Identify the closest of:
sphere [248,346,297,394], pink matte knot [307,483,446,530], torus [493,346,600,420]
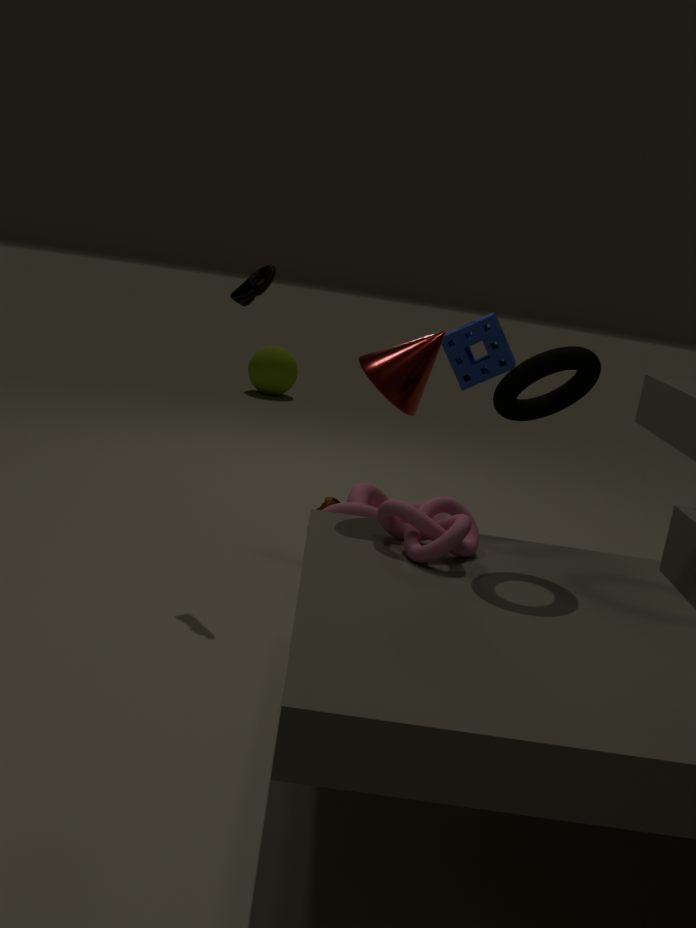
torus [493,346,600,420]
